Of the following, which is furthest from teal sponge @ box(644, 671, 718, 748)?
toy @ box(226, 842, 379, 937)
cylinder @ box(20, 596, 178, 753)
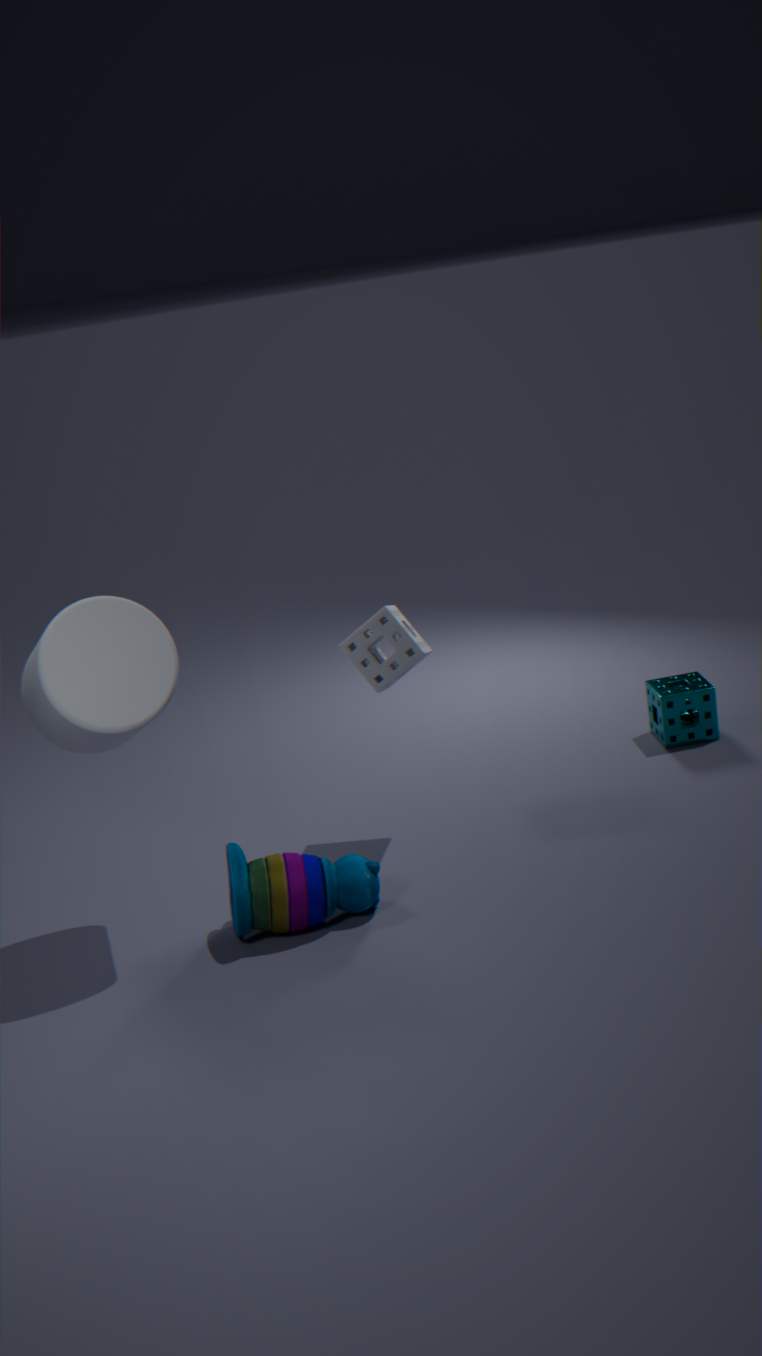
cylinder @ box(20, 596, 178, 753)
